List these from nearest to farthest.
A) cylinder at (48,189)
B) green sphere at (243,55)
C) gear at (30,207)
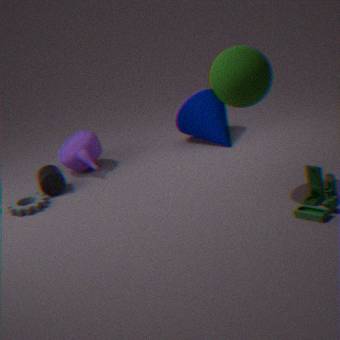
green sphere at (243,55), gear at (30,207), cylinder at (48,189)
